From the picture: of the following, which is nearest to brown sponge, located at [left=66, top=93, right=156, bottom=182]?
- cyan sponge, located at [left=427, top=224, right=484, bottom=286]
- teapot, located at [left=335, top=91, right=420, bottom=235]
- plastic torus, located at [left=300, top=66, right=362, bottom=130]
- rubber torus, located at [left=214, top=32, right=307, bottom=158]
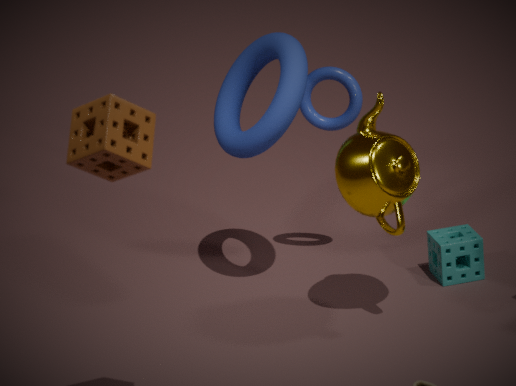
teapot, located at [left=335, top=91, right=420, bottom=235]
